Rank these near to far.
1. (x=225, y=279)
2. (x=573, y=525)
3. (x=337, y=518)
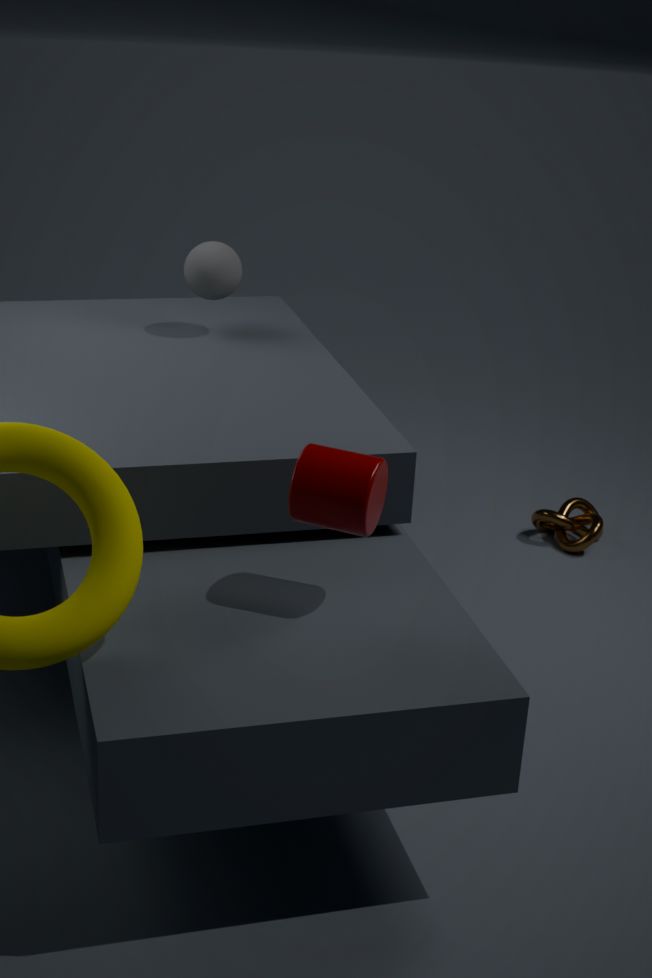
(x=337, y=518) < (x=225, y=279) < (x=573, y=525)
